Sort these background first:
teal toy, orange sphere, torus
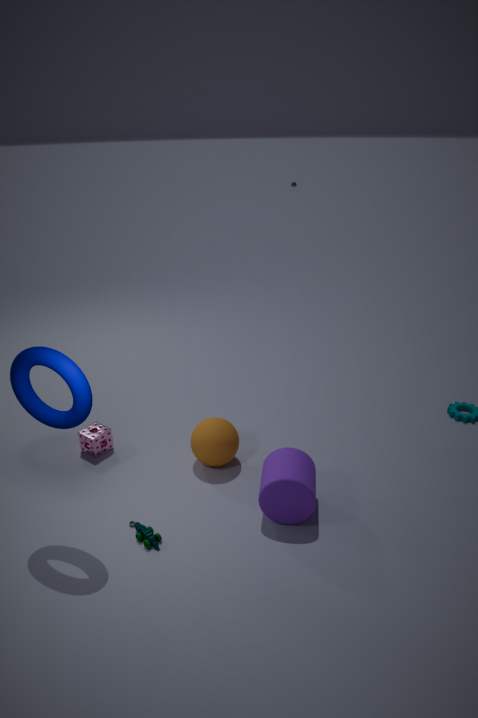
1. orange sphere
2. teal toy
3. torus
